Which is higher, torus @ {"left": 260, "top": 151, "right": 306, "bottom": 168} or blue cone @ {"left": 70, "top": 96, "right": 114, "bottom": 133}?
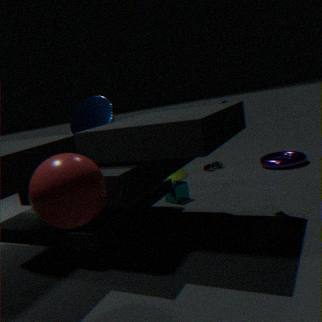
blue cone @ {"left": 70, "top": 96, "right": 114, "bottom": 133}
